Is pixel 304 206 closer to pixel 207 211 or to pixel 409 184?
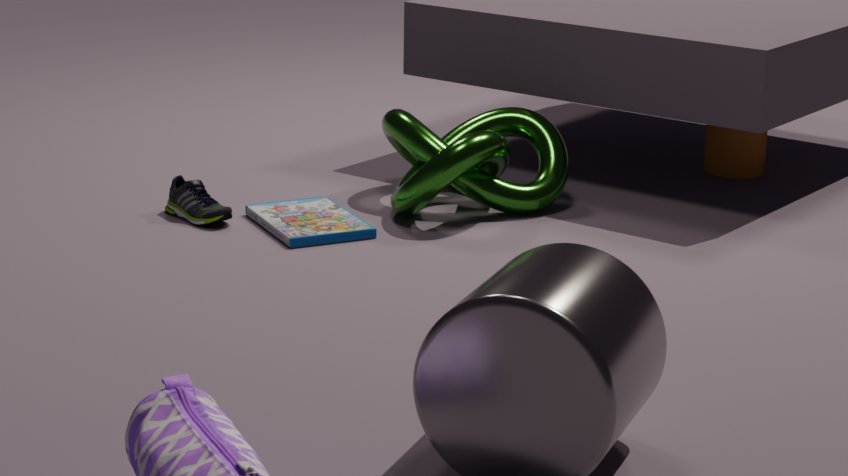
pixel 207 211
